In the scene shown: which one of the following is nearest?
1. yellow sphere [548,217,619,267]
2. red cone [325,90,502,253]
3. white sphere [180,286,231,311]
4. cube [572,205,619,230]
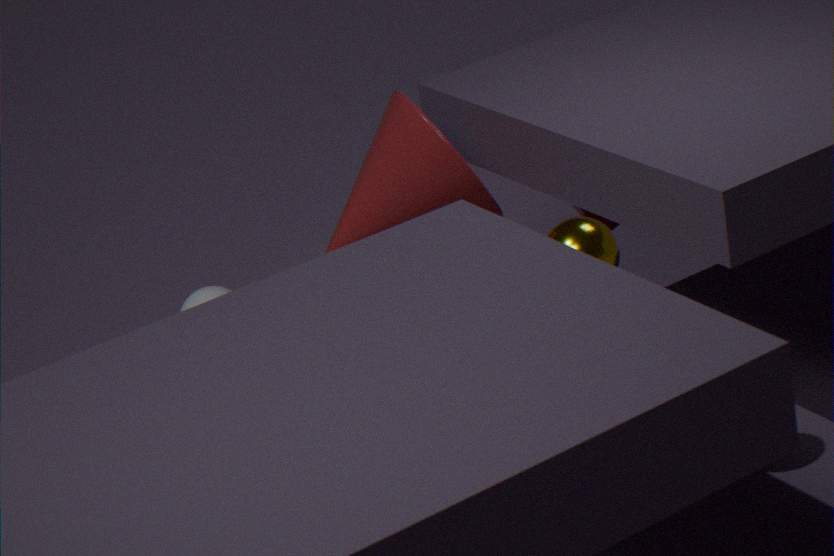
yellow sphere [548,217,619,267]
